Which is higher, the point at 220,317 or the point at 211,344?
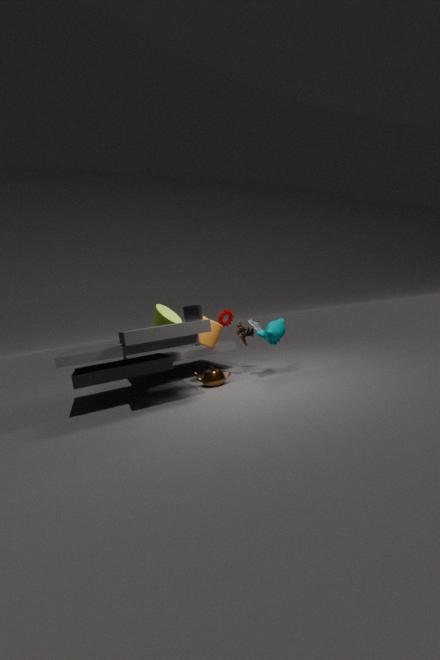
the point at 220,317
